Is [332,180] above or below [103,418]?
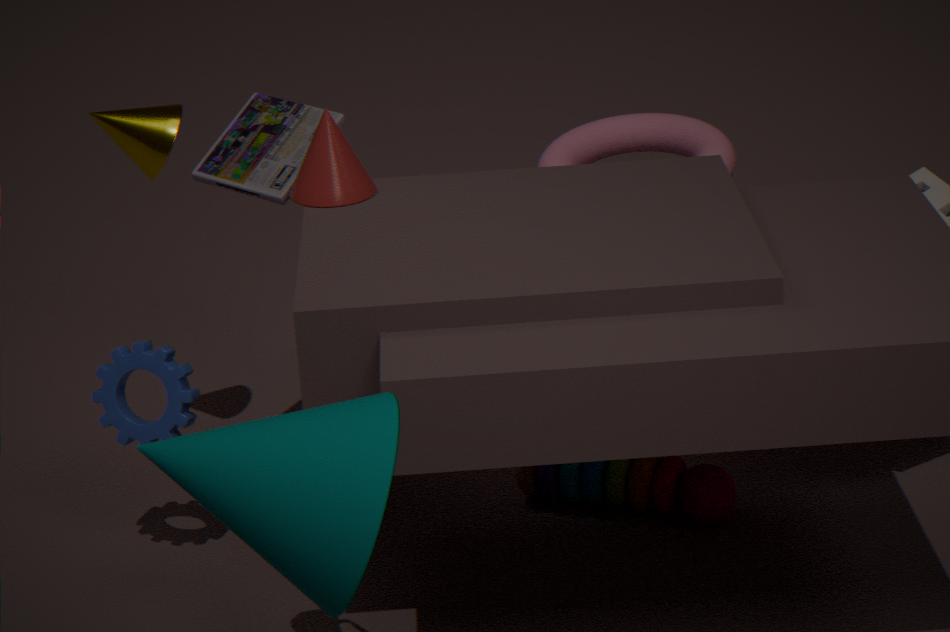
above
